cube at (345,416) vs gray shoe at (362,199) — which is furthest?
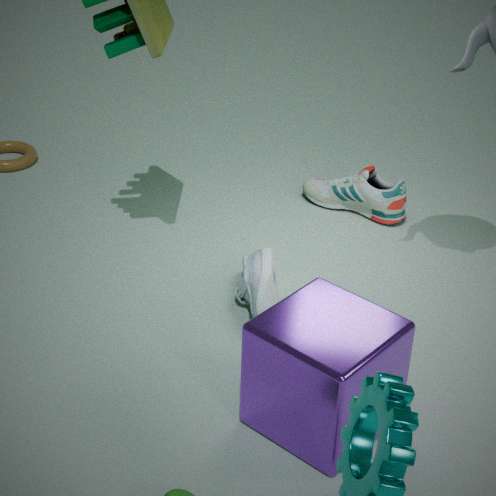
gray shoe at (362,199)
